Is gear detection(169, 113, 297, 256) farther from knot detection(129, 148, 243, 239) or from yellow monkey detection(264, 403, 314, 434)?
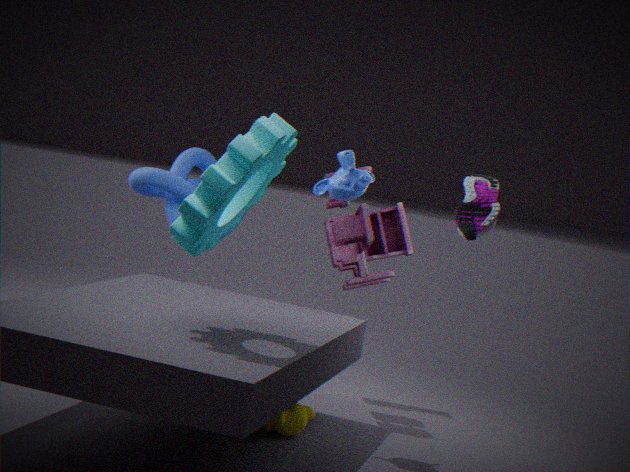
knot detection(129, 148, 243, 239)
